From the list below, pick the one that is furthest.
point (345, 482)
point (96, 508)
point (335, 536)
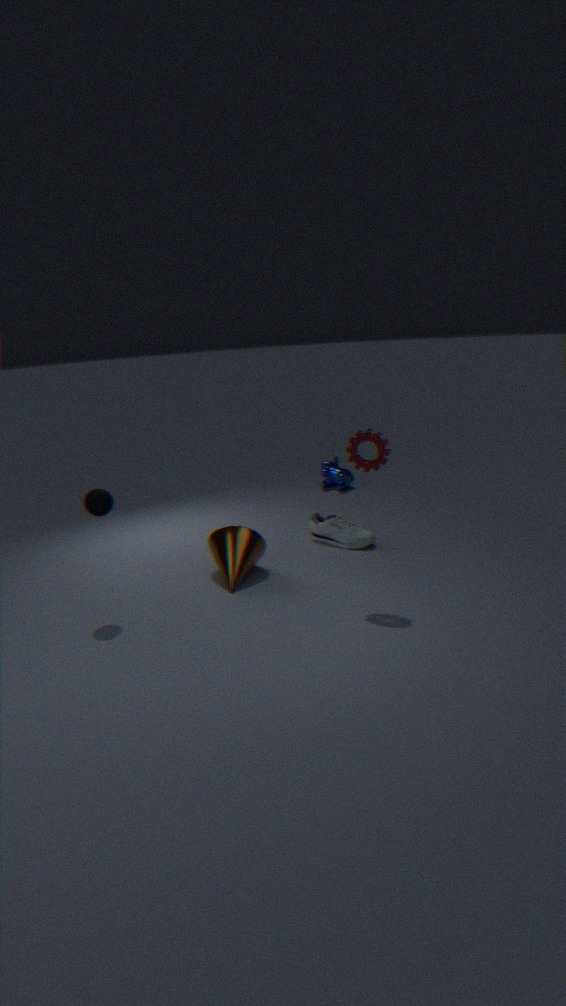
point (345, 482)
